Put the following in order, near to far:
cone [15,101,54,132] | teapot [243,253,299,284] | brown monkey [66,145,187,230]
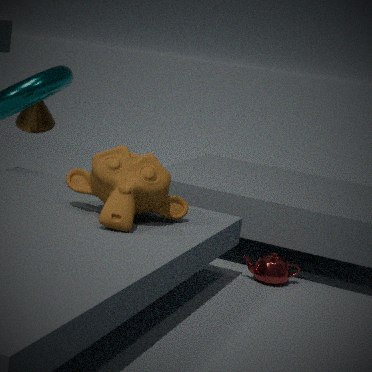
brown monkey [66,145,187,230] → teapot [243,253,299,284] → cone [15,101,54,132]
